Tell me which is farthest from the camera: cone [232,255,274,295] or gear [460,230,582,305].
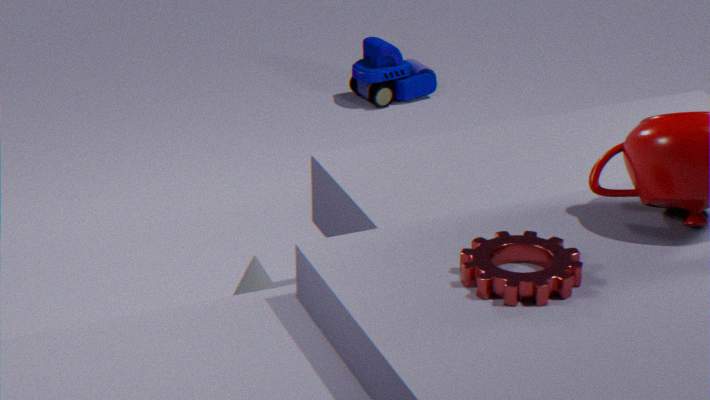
cone [232,255,274,295]
